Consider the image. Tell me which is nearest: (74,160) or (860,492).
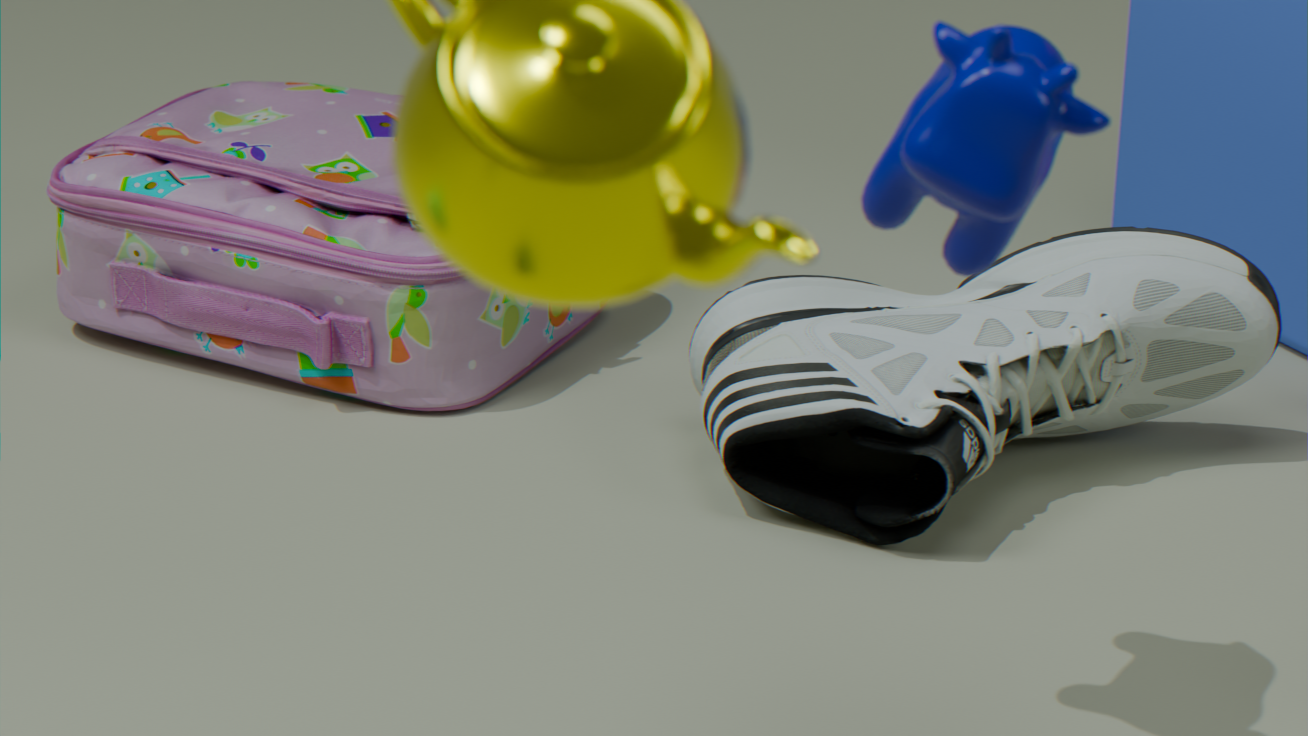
(860,492)
